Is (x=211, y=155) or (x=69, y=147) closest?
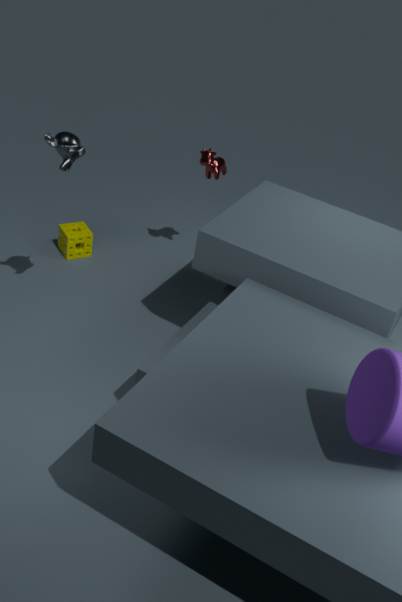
(x=69, y=147)
